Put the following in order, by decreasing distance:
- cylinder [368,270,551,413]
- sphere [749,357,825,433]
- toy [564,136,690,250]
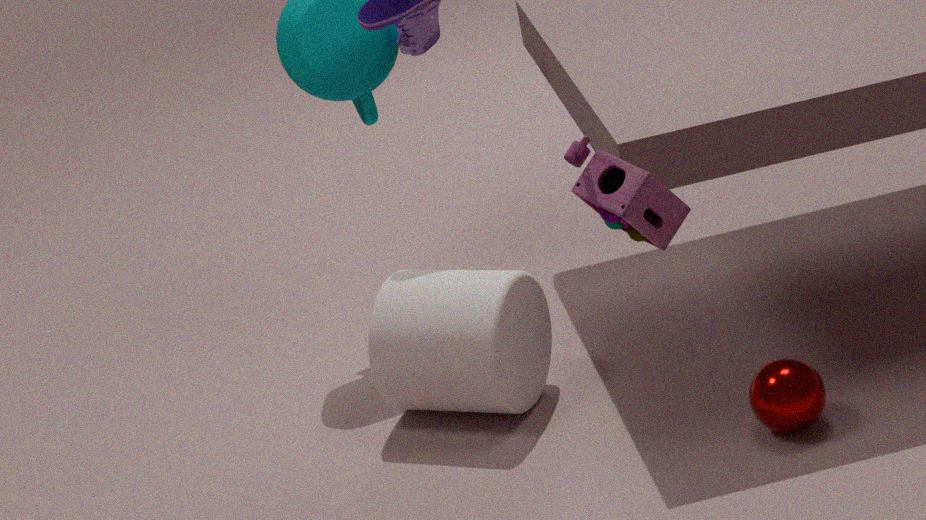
1. cylinder [368,270,551,413]
2. sphere [749,357,825,433]
3. toy [564,136,690,250]
